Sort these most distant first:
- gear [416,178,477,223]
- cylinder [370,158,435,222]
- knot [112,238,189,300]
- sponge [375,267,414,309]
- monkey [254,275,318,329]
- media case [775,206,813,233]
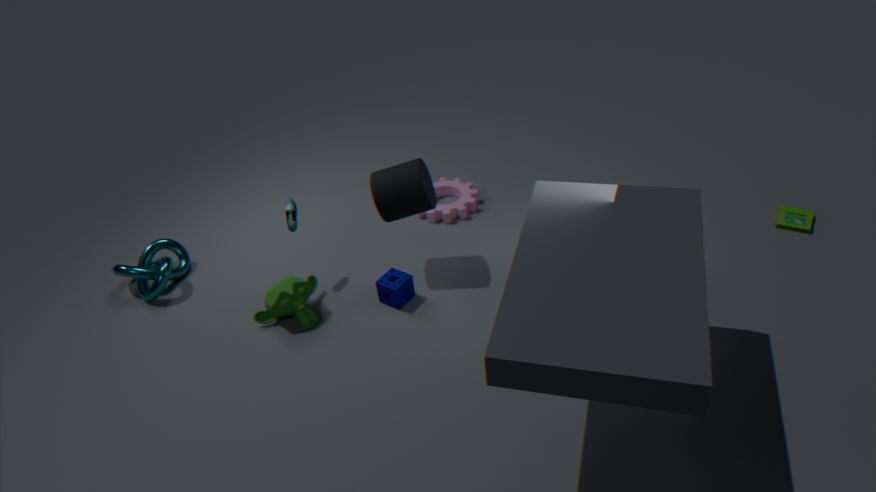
gear [416,178,477,223]
knot [112,238,189,300]
media case [775,206,813,233]
sponge [375,267,414,309]
monkey [254,275,318,329]
cylinder [370,158,435,222]
